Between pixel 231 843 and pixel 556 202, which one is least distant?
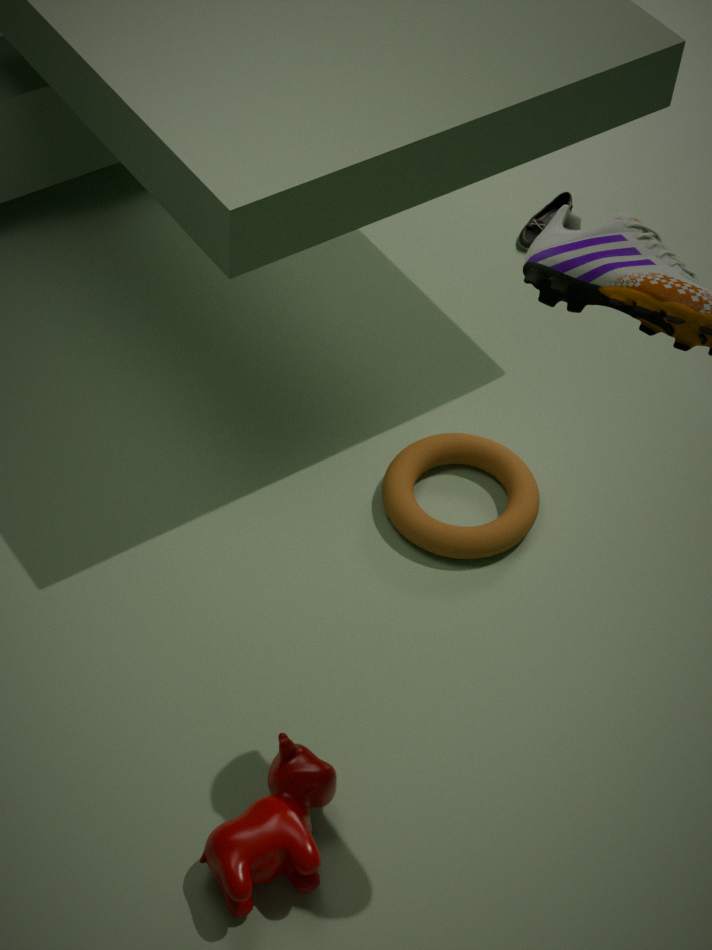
pixel 231 843
